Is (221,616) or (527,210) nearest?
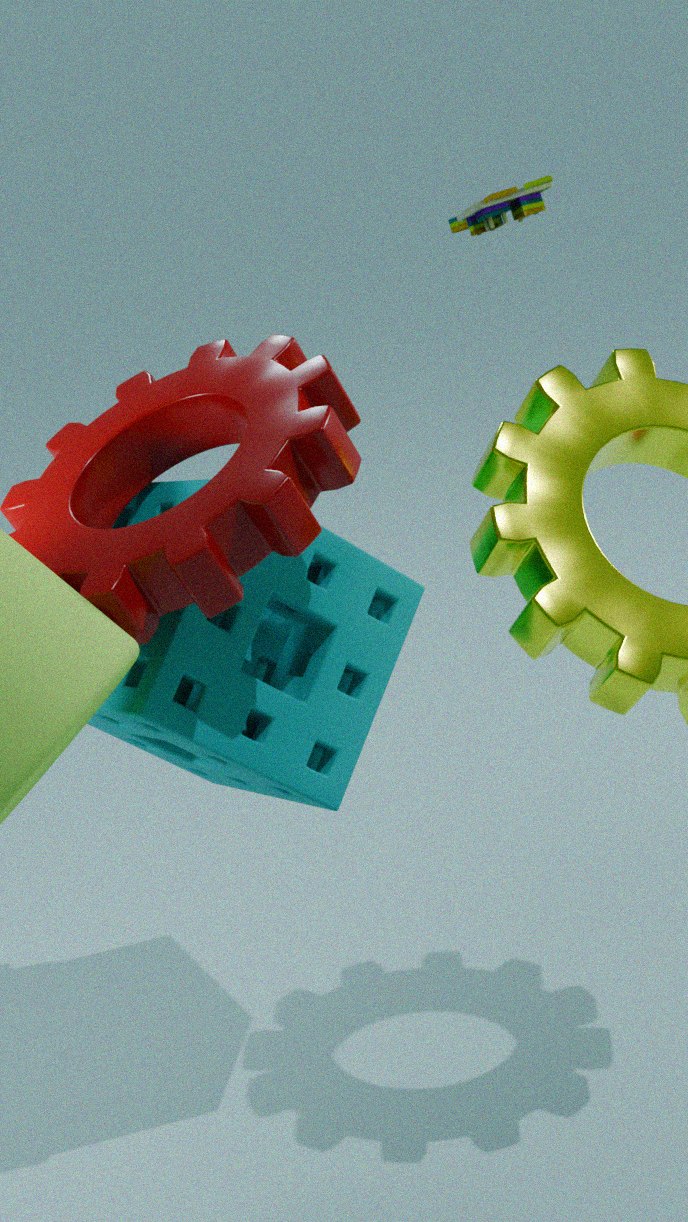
(221,616)
